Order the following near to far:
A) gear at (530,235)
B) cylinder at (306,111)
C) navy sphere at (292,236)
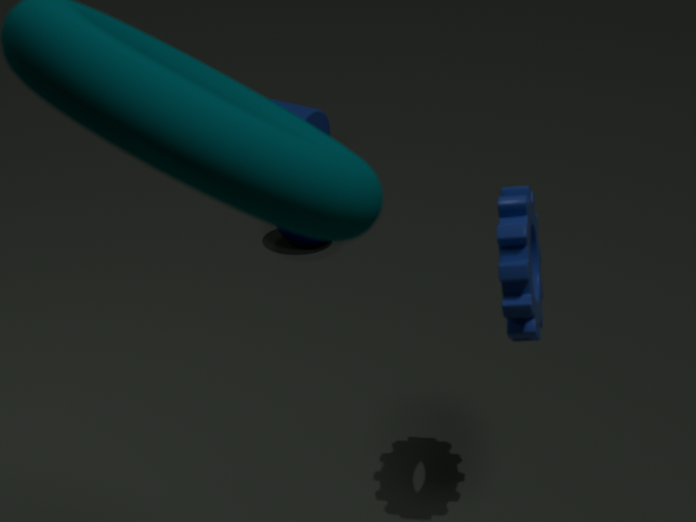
navy sphere at (292,236) < gear at (530,235) < cylinder at (306,111)
